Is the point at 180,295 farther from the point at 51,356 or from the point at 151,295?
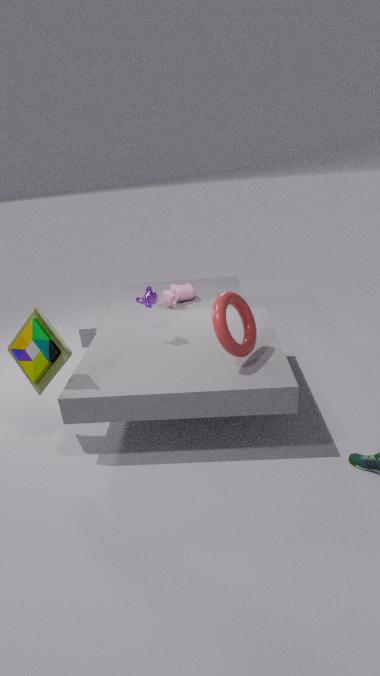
the point at 51,356
